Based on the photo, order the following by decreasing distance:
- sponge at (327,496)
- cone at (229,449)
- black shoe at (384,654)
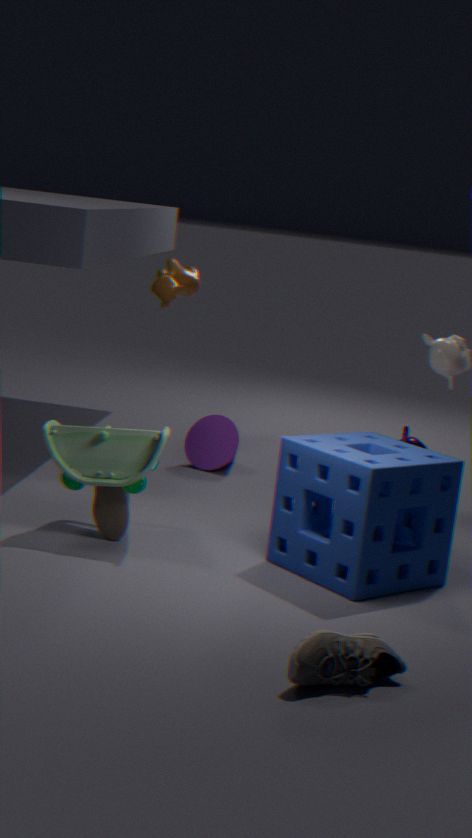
cone at (229,449) → sponge at (327,496) → black shoe at (384,654)
